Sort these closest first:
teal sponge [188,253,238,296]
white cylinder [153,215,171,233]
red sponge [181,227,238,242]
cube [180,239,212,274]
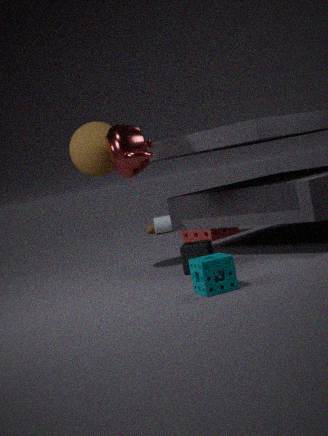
teal sponge [188,253,238,296]
cube [180,239,212,274]
red sponge [181,227,238,242]
white cylinder [153,215,171,233]
